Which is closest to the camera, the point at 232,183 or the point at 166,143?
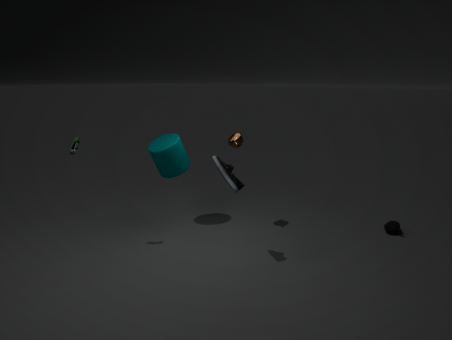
the point at 232,183
